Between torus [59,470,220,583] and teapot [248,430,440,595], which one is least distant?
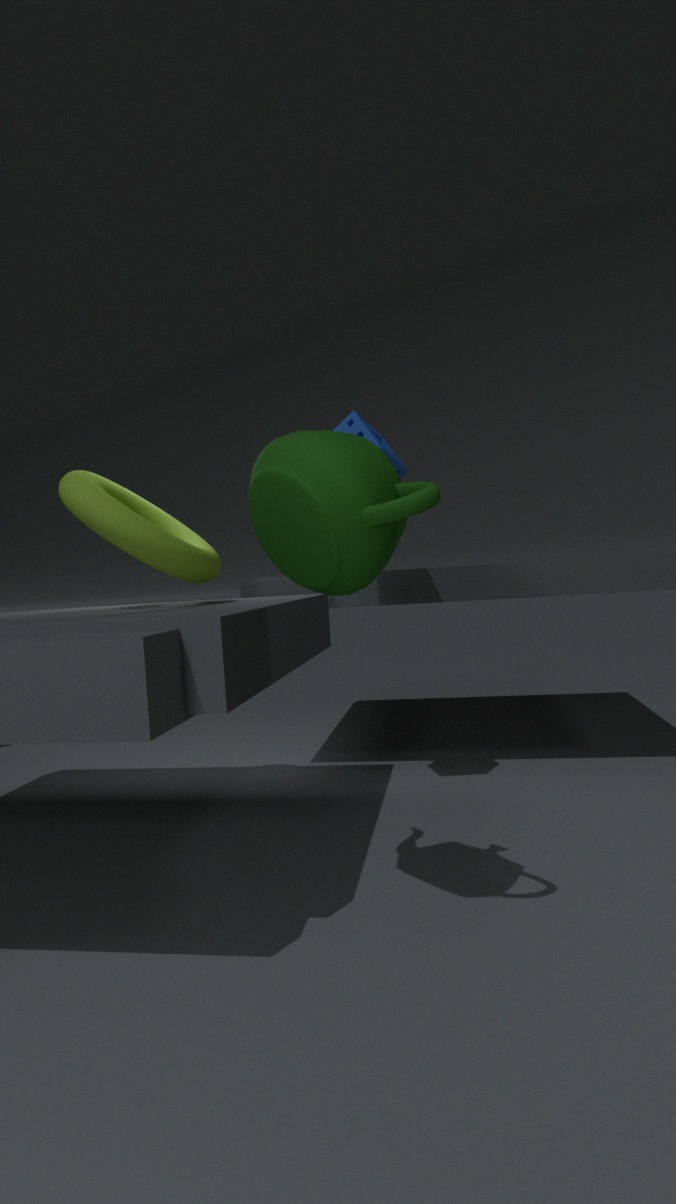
teapot [248,430,440,595]
